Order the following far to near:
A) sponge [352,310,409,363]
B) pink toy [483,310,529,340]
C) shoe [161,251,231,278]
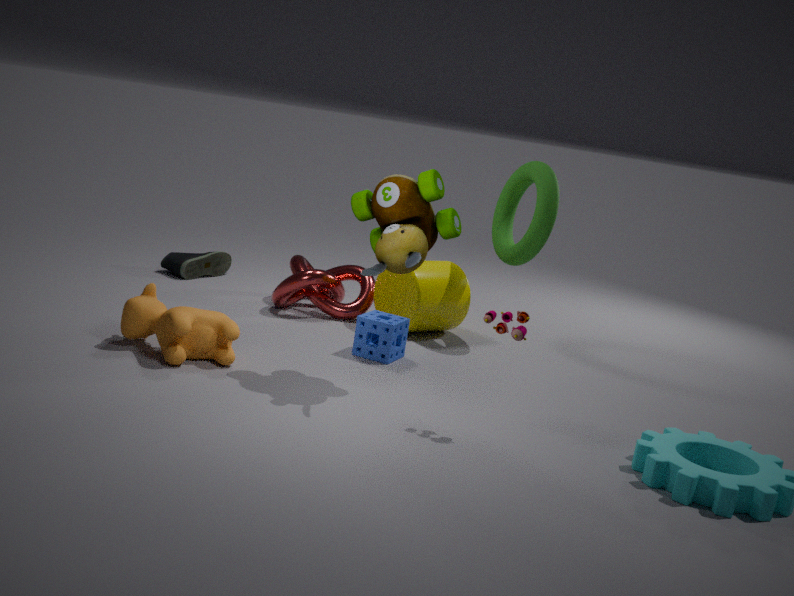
shoe [161,251,231,278]
sponge [352,310,409,363]
pink toy [483,310,529,340]
